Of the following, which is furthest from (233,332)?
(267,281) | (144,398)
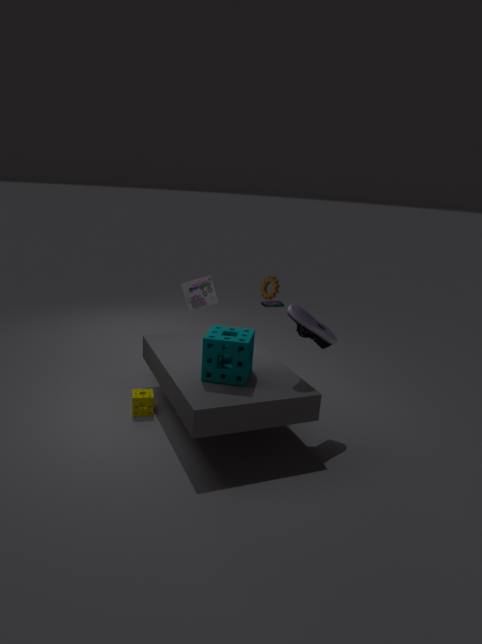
(267,281)
